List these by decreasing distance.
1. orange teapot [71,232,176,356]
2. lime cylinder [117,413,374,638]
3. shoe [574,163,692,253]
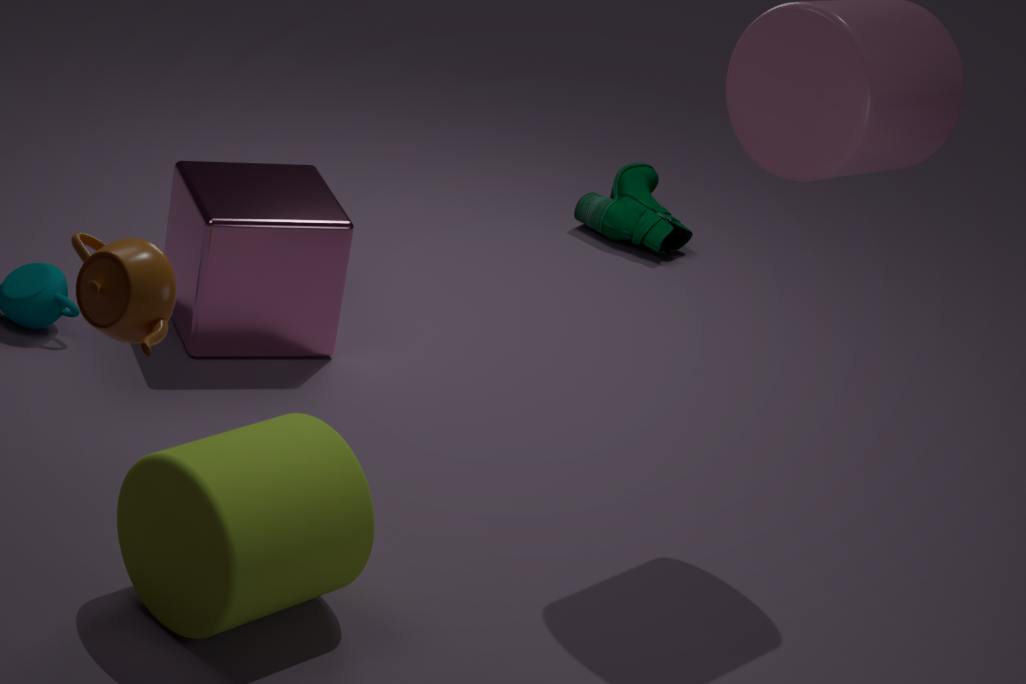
shoe [574,163,692,253] → lime cylinder [117,413,374,638] → orange teapot [71,232,176,356]
